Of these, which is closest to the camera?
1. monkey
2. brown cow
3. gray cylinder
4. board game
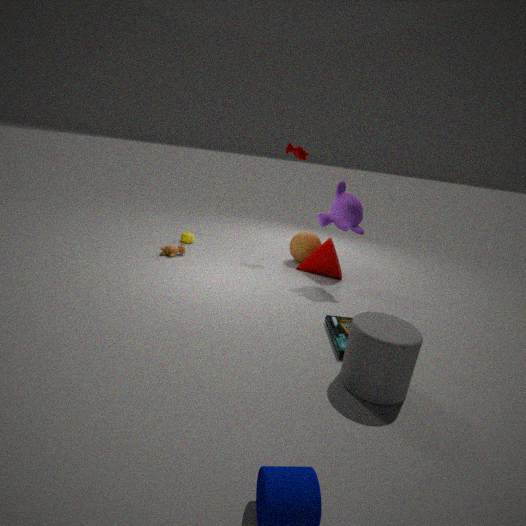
gray cylinder
